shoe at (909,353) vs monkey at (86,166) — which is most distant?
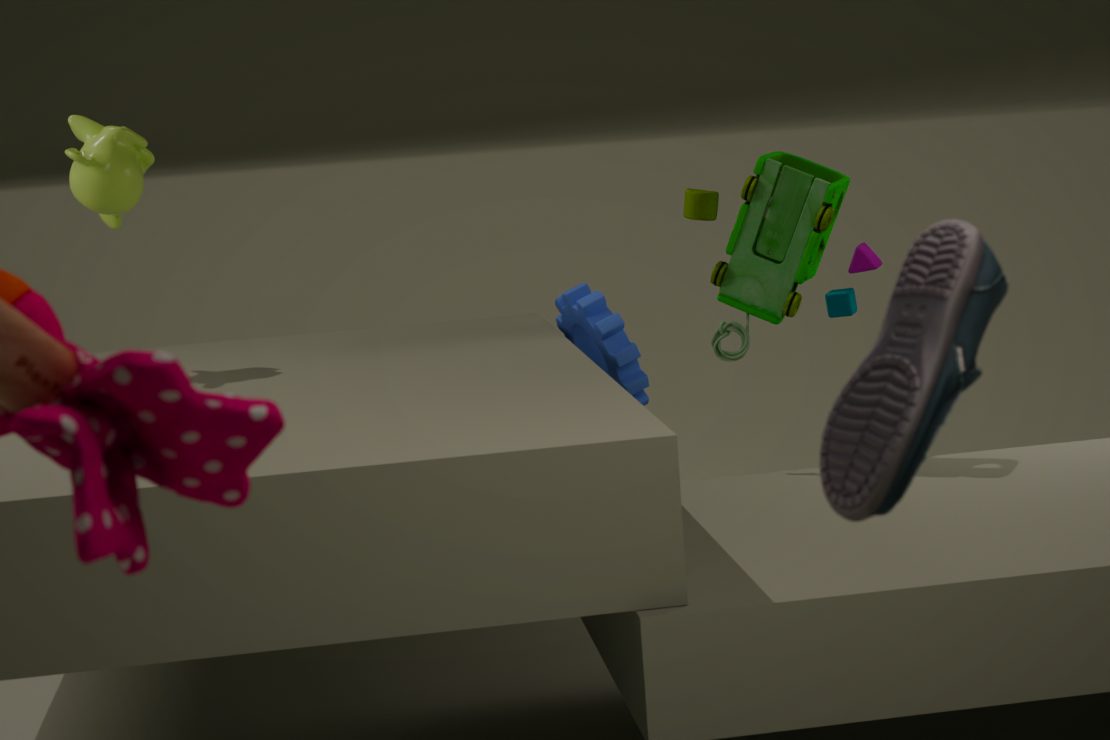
monkey at (86,166)
